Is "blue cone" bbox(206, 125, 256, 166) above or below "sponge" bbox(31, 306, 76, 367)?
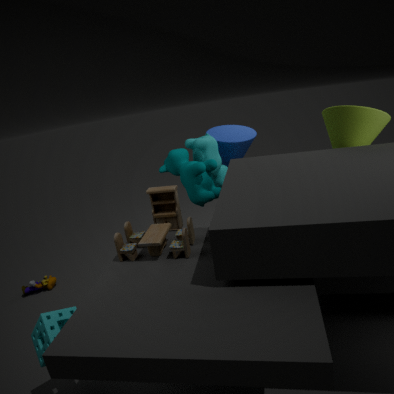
above
